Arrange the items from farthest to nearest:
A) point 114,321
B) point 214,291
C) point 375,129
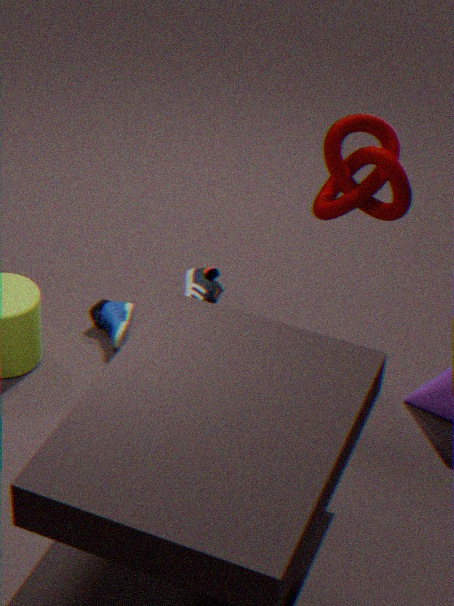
point 114,321
point 375,129
point 214,291
